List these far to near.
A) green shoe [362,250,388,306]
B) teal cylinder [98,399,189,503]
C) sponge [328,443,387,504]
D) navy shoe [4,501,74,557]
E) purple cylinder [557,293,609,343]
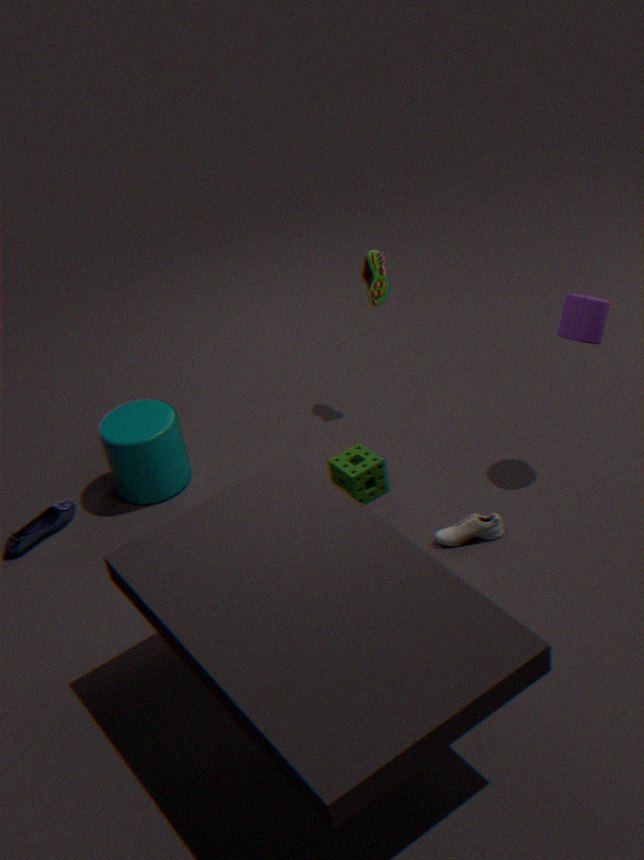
green shoe [362,250,388,306] → teal cylinder [98,399,189,503] → navy shoe [4,501,74,557] → sponge [328,443,387,504] → purple cylinder [557,293,609,343]
